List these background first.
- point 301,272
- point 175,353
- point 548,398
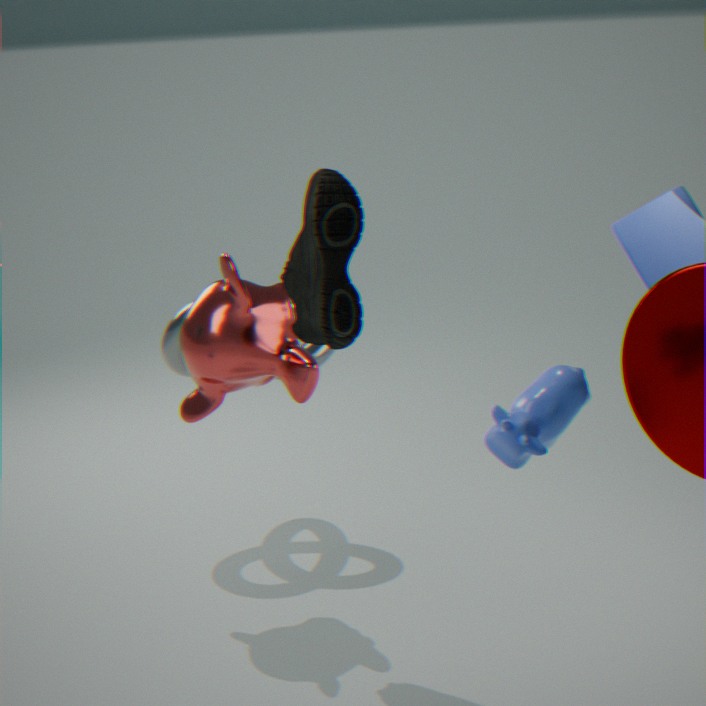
point 175,353
point 301,272
point 548,398
